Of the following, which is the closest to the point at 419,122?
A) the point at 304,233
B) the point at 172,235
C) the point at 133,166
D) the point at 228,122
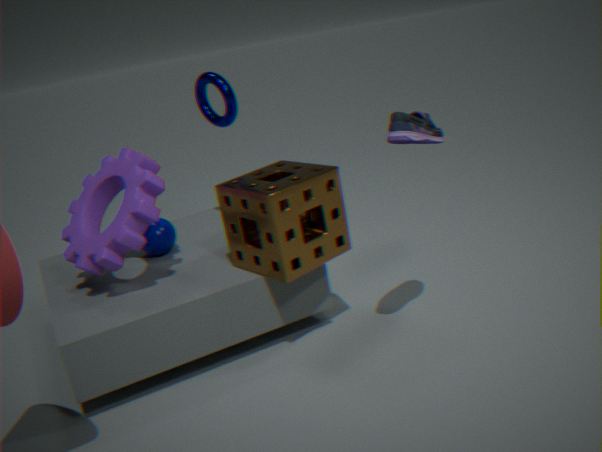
the point at 304,233
